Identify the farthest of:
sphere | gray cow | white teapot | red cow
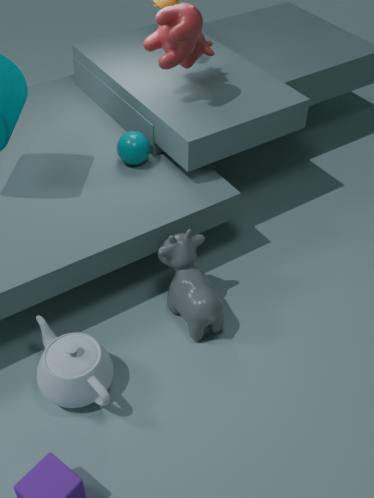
sphere
